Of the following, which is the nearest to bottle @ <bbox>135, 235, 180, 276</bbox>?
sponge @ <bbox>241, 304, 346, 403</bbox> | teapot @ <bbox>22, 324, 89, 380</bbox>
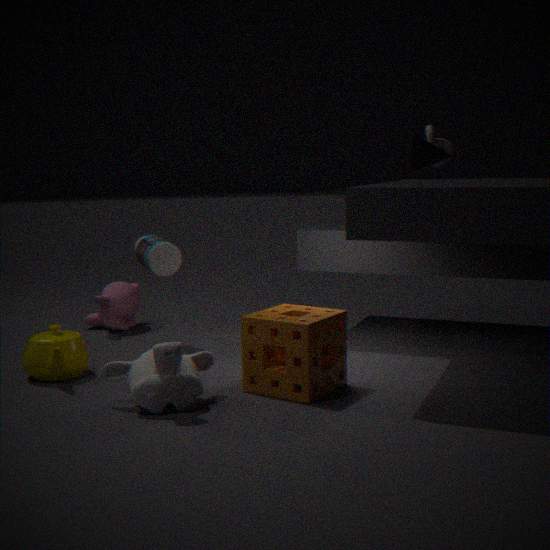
teapot @ <bbox>22, 324, 89, 380</bbox>
